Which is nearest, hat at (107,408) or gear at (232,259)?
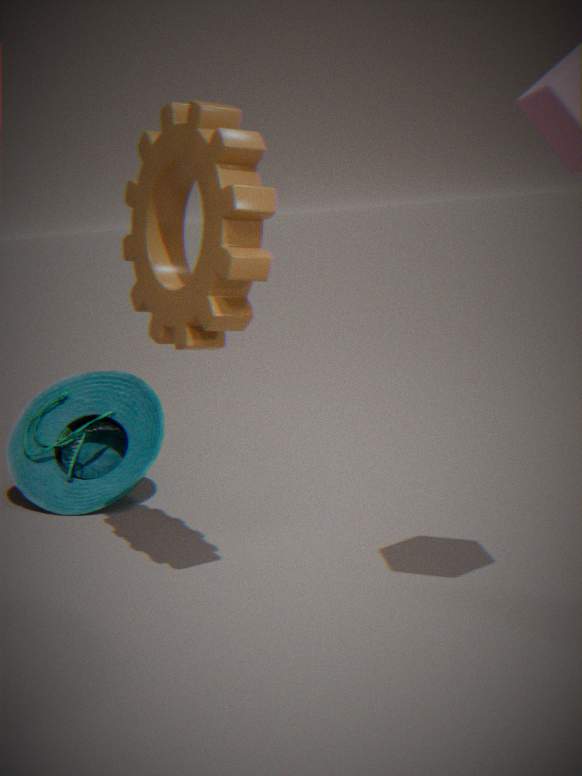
gear at (232,259)
